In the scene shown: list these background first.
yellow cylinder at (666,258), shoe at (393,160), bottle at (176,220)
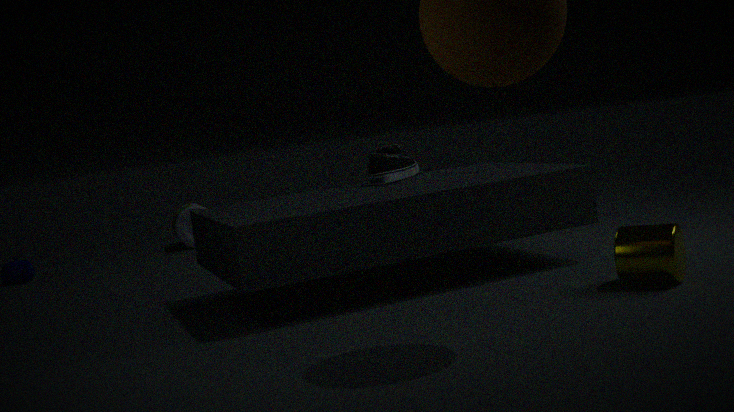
bottle at (176,220) < shoe at (393,160) < yellow cylinder at (666,258)
